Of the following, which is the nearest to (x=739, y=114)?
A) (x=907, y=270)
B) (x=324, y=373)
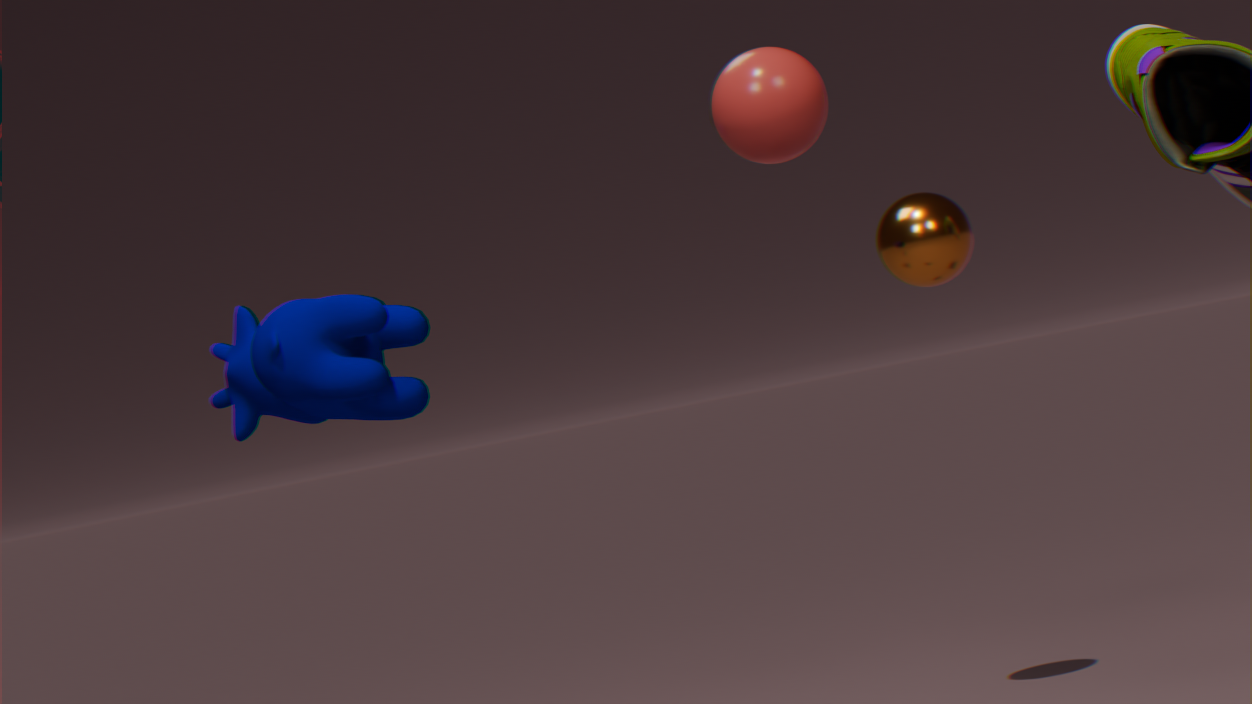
(x=324, y=373)
